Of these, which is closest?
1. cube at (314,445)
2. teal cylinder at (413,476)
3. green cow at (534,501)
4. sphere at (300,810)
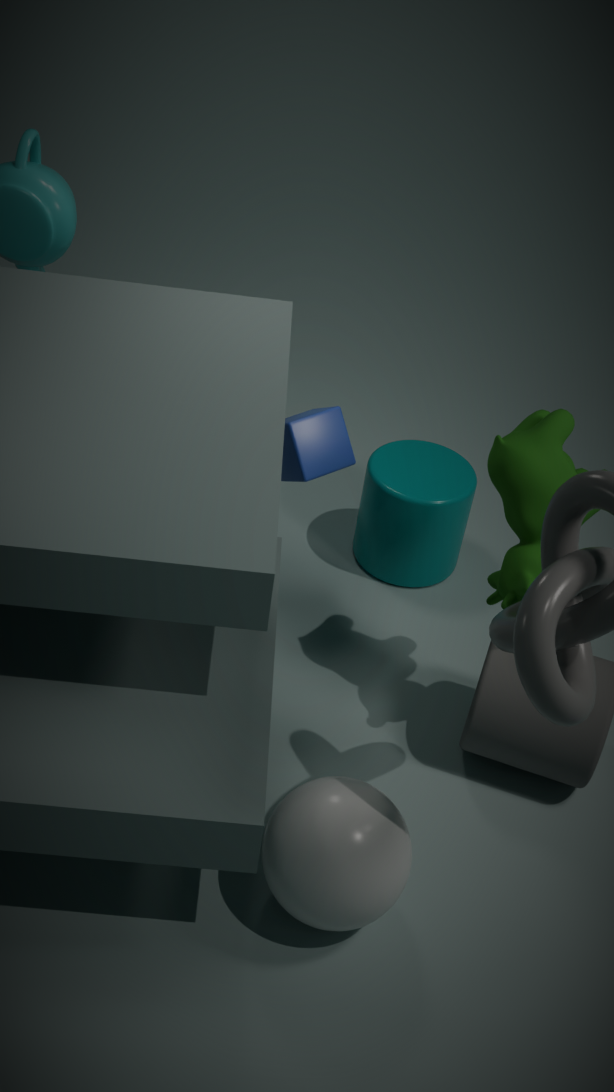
sphere at (300,810)
